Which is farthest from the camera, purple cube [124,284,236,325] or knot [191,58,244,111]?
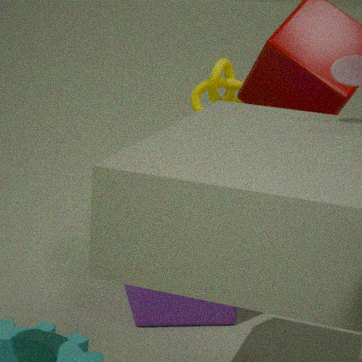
knot [191,58,244,111]
